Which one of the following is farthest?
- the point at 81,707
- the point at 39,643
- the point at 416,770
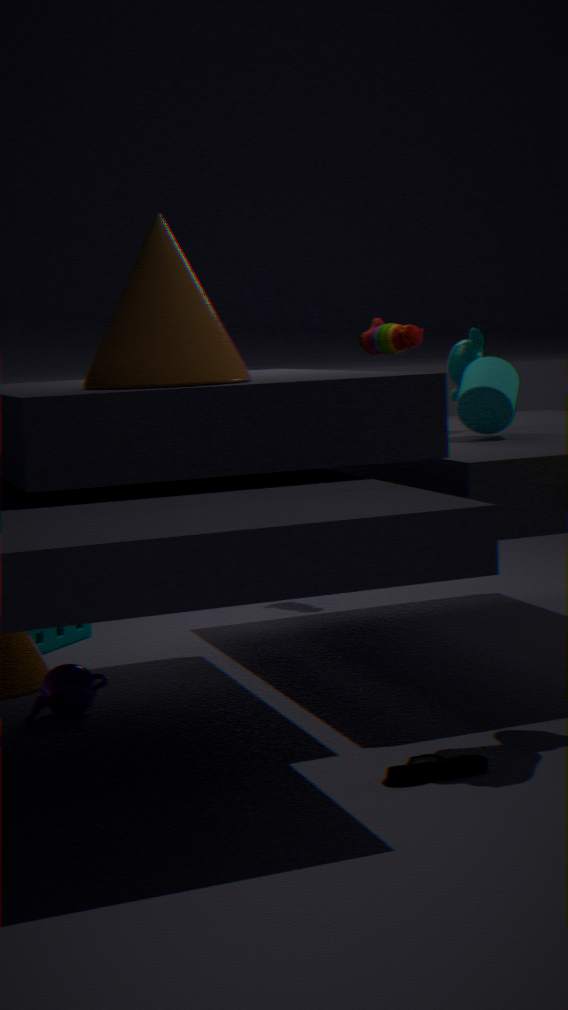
the point at 39,643
